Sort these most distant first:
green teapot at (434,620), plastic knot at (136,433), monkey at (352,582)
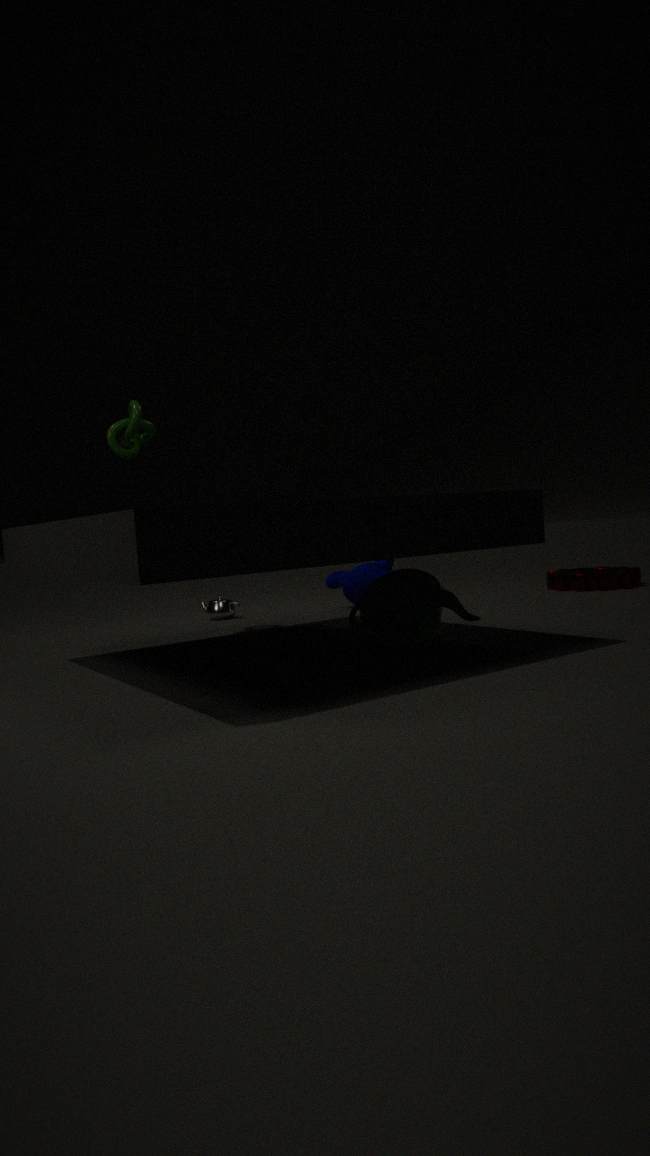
1. monkey at (352,582)
2. plastic knot at (136,433)
3. green teapot at (434,620)
